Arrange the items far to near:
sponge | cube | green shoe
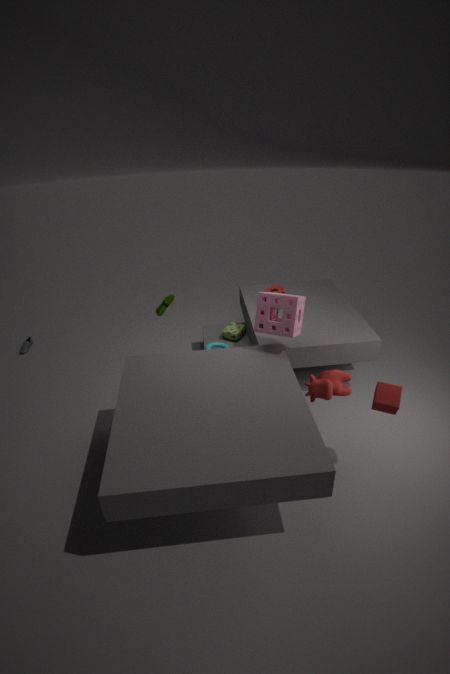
green shoe < sponge < cube
